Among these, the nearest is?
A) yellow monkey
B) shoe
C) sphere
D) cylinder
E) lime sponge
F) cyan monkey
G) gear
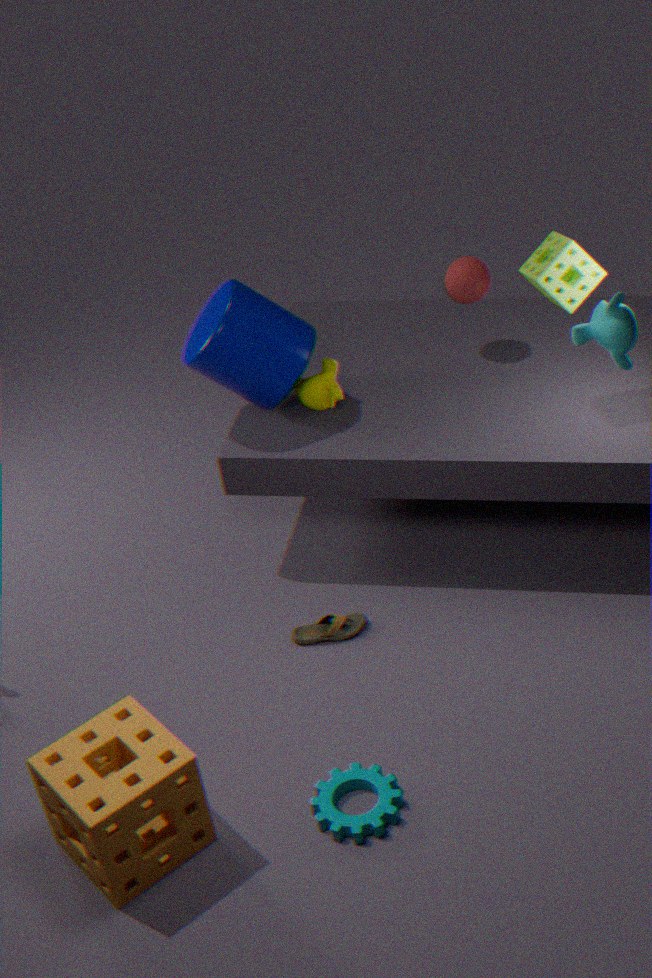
gear
